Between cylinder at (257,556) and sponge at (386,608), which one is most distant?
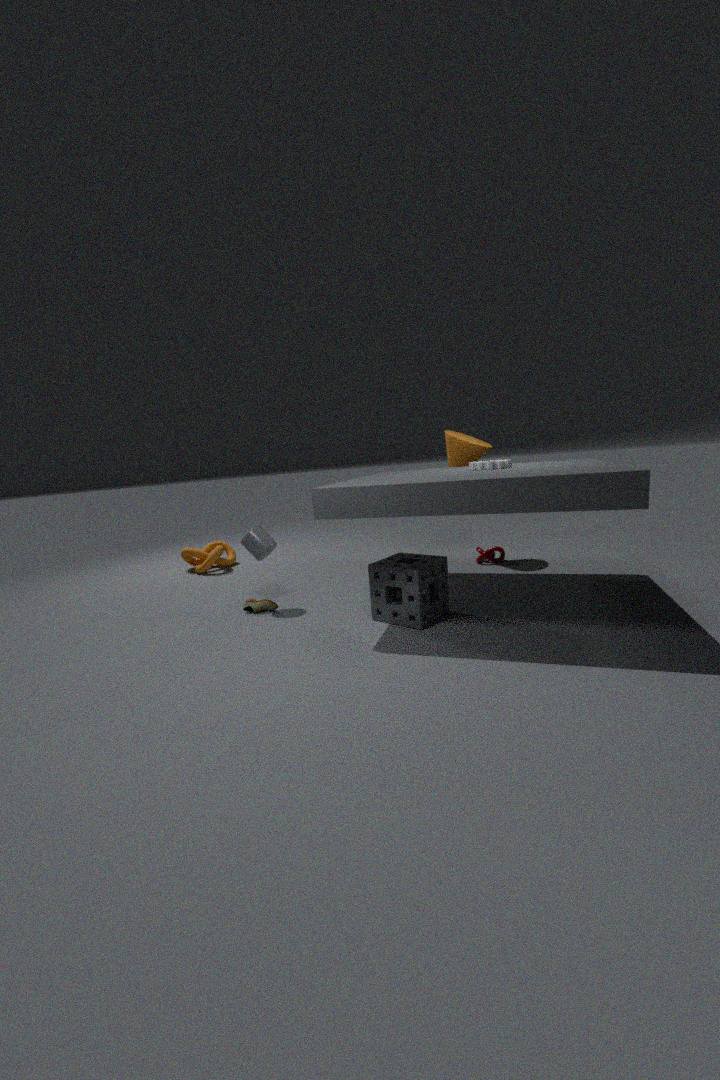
cylinder at (257,556)
